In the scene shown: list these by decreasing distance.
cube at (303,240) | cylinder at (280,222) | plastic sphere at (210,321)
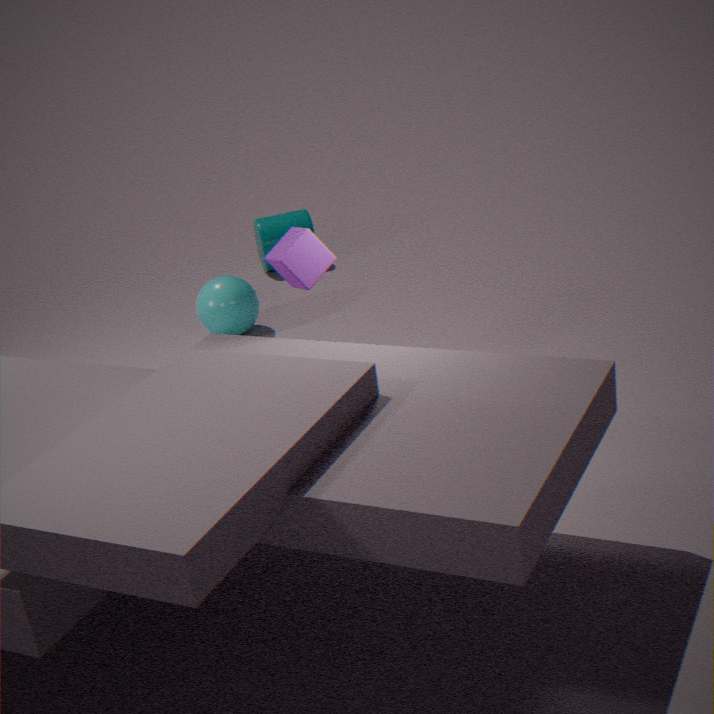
1. cylinder at (280,222)
2. plastic sphere at (210,321)
3. cube at (303,240)
